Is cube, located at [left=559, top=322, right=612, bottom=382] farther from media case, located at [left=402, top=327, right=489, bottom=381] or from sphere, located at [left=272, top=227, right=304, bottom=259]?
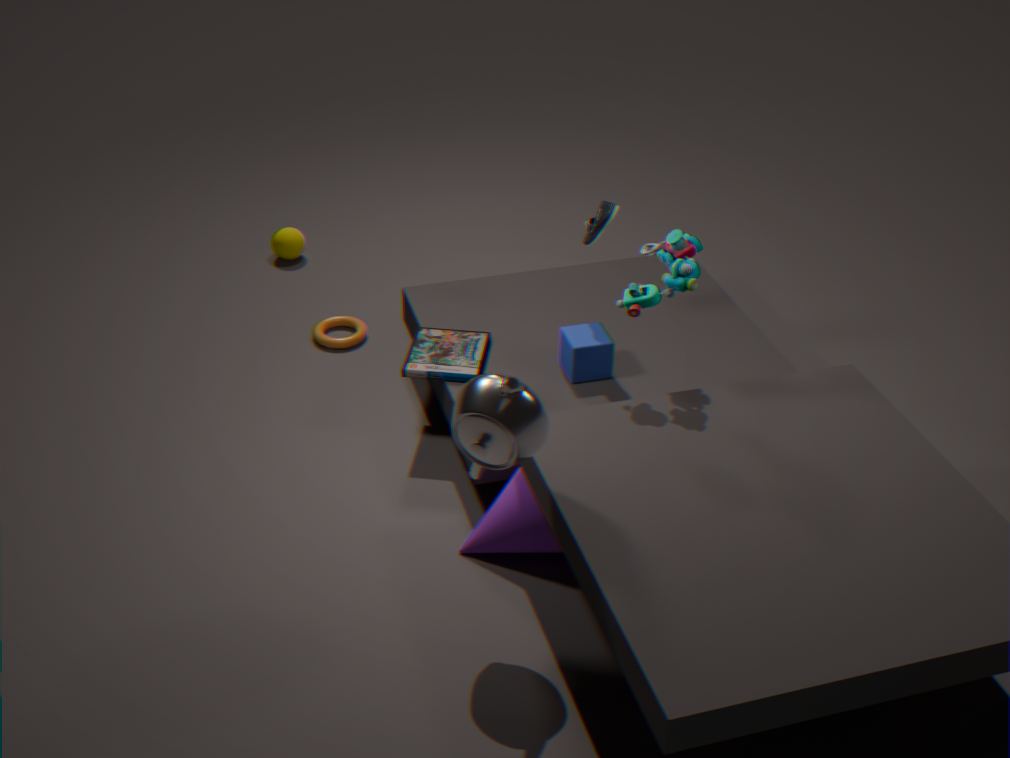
sphere, located at [left=272, top=227, right=304, bottom=259]
